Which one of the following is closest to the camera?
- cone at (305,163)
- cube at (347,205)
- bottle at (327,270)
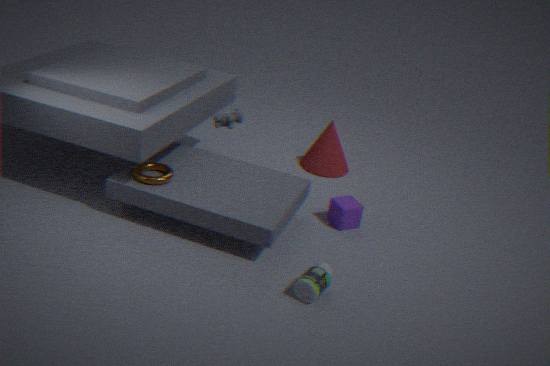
bottle at (327,270)
